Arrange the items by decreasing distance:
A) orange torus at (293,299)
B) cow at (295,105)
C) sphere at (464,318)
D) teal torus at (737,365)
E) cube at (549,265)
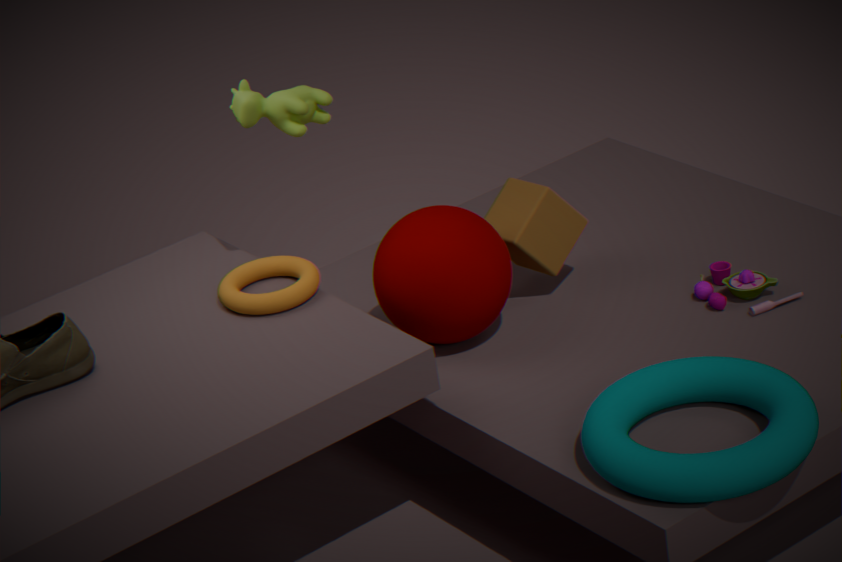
1. cube at (549,265)
2. orange torus at (293,299)
3. cow at (295,105)
4. sphere at (464,318)
5. teal torus at (737,365)
